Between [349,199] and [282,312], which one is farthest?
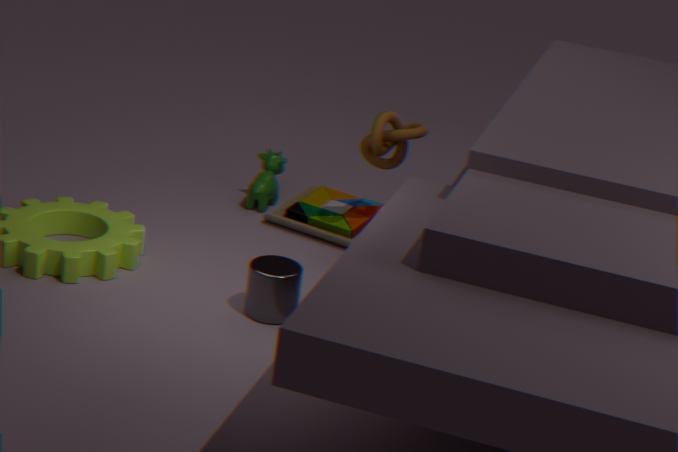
[349,199]
